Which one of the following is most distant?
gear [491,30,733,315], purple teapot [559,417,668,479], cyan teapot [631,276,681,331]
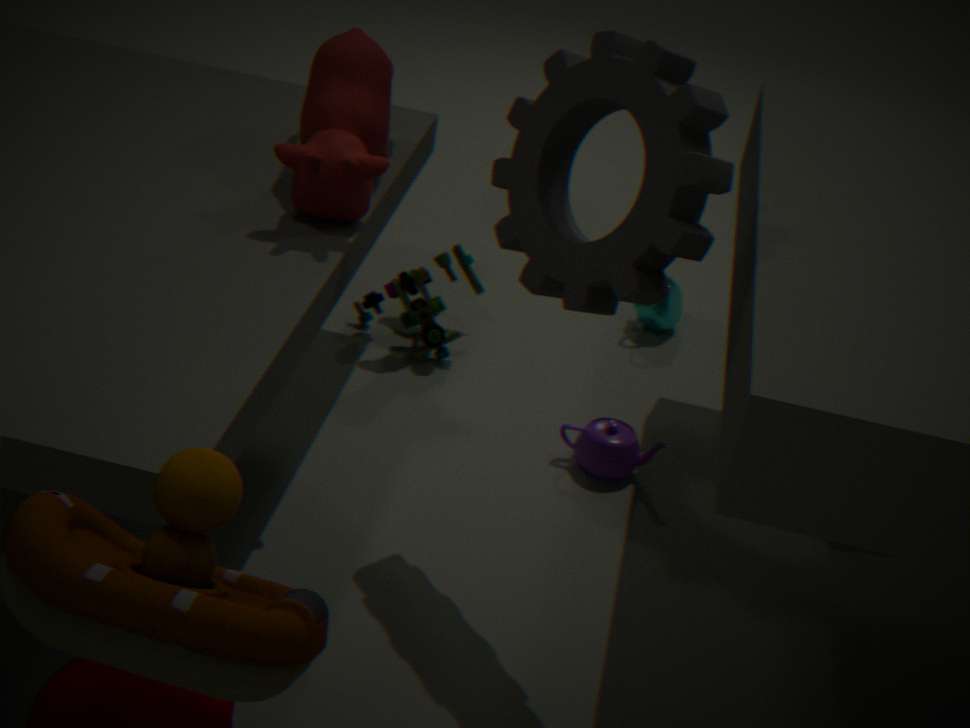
cyan teapot [631,276,681,331]
